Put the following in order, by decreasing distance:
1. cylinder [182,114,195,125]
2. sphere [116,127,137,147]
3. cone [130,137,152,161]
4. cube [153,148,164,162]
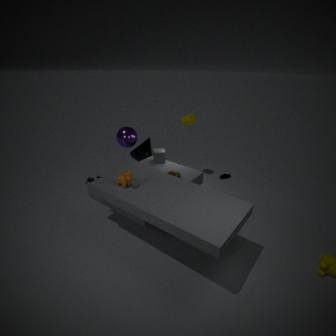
cylinder [182,114,195,125] → cone [130,137,152,161] → sphere [116,127,137,147] → cube [153,148,164,162]
